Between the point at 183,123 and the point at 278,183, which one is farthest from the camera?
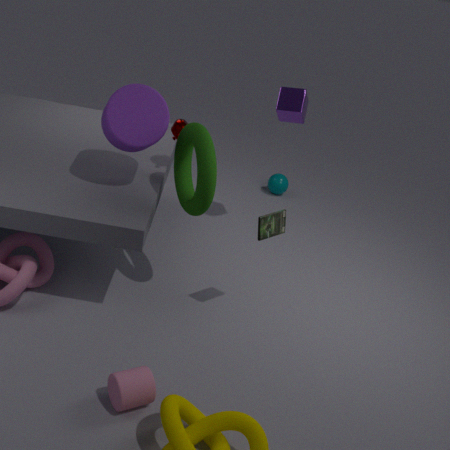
the point at 278,183
